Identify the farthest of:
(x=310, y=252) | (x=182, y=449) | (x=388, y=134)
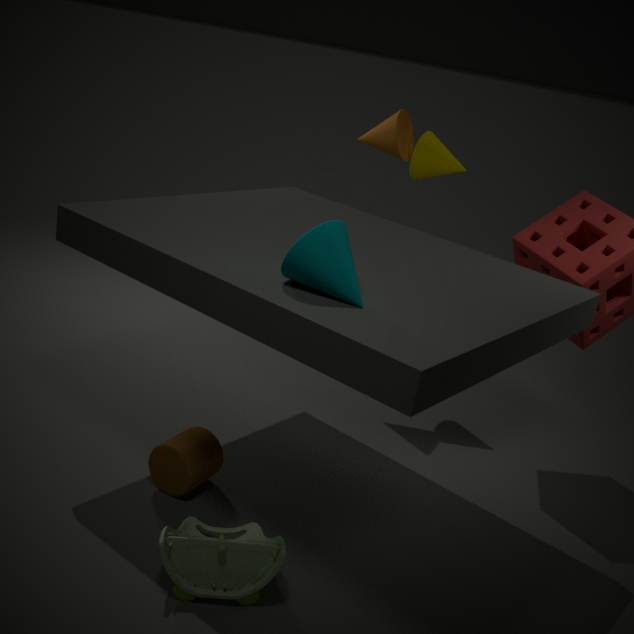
(x=388, y=134)
